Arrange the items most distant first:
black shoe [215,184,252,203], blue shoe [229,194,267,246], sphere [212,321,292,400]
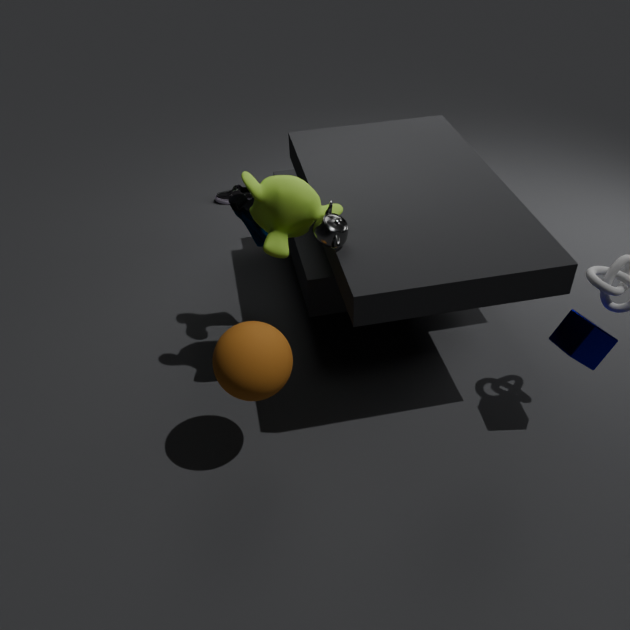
black shoe [215,184,252,203] < blue shoe [229,194,267,246] < sphere [212,321,292,400]
